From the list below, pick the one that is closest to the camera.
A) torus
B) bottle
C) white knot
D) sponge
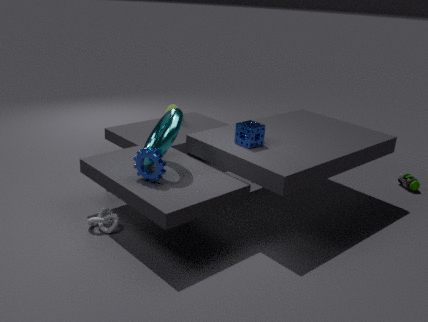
torus
